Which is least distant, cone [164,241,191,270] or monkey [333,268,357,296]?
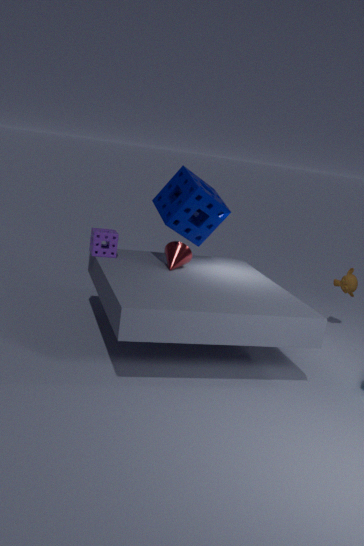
cone [164,241,191,270]
